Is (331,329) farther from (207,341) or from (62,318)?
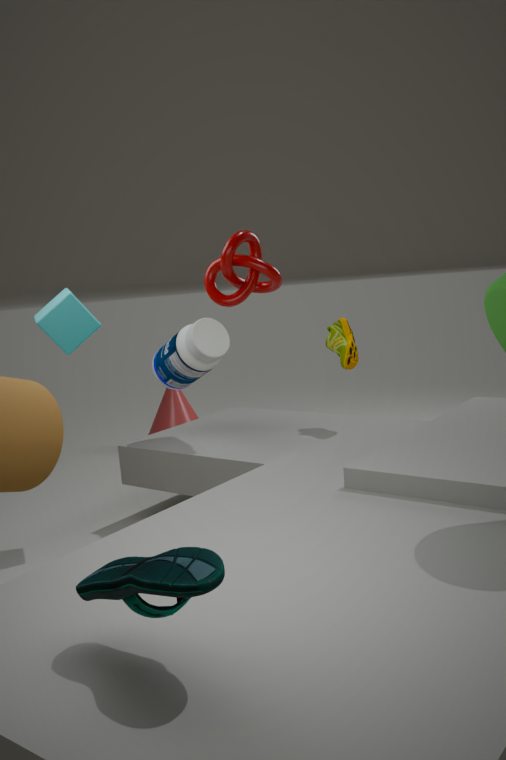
(62,318)
